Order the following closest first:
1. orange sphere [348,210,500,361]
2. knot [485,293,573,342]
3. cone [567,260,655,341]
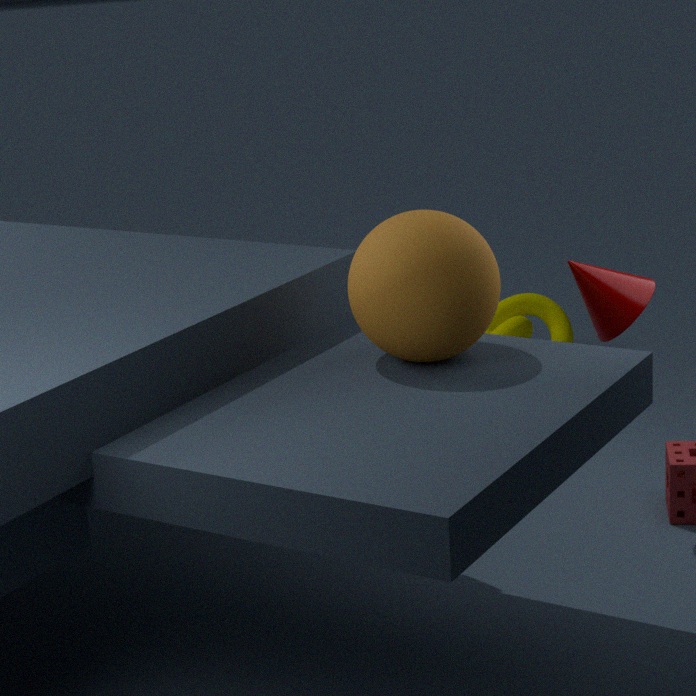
1. orange sphere [348,210,500,361]
2. cone [567,260,655,341]
3. knot [485,293,573,342]
